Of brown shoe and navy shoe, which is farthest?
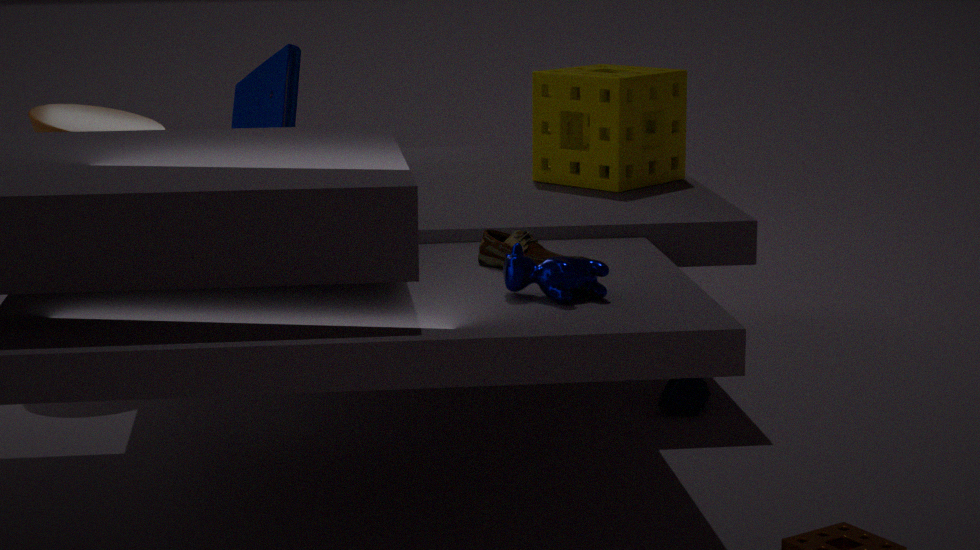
navy shoe
